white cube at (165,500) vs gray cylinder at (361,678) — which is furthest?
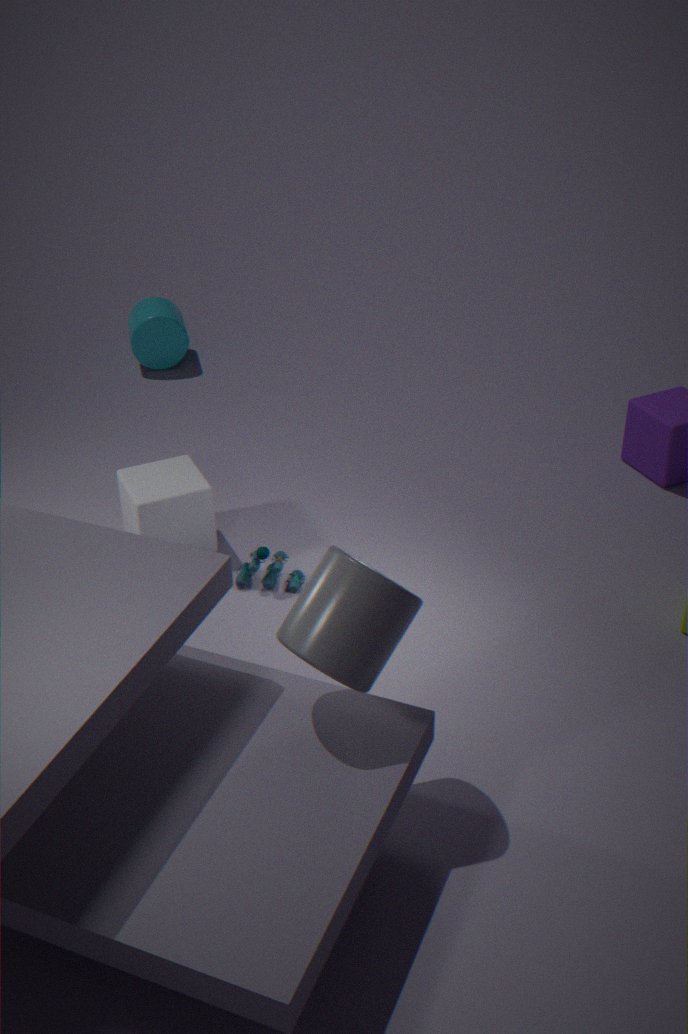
white cube at (165,500)
